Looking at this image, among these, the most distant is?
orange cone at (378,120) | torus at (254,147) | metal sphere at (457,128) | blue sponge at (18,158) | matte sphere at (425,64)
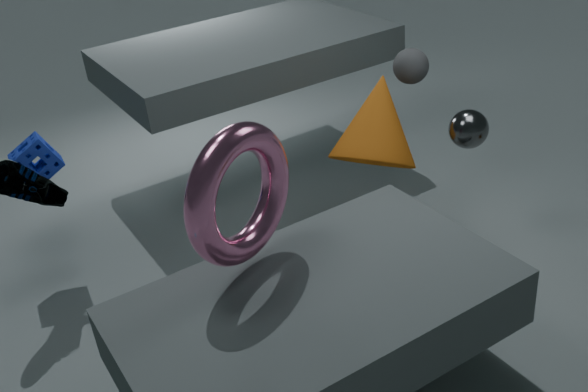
matte sphere at (425,64)
